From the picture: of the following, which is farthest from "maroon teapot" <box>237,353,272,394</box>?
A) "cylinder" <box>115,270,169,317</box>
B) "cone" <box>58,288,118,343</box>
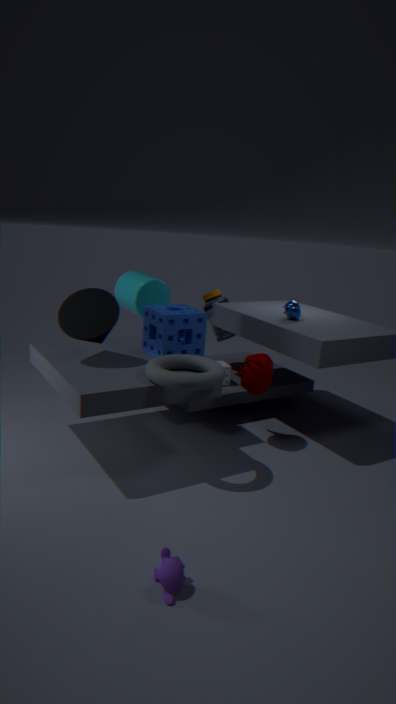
"cone" <box>58,288,118,343</box>
